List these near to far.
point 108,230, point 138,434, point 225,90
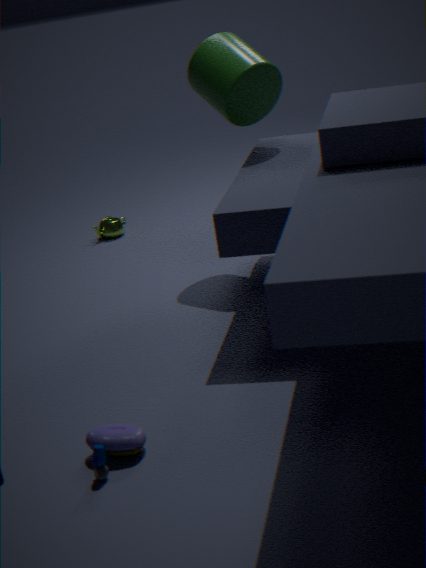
point 138,434
point 225,90
point 108,230
